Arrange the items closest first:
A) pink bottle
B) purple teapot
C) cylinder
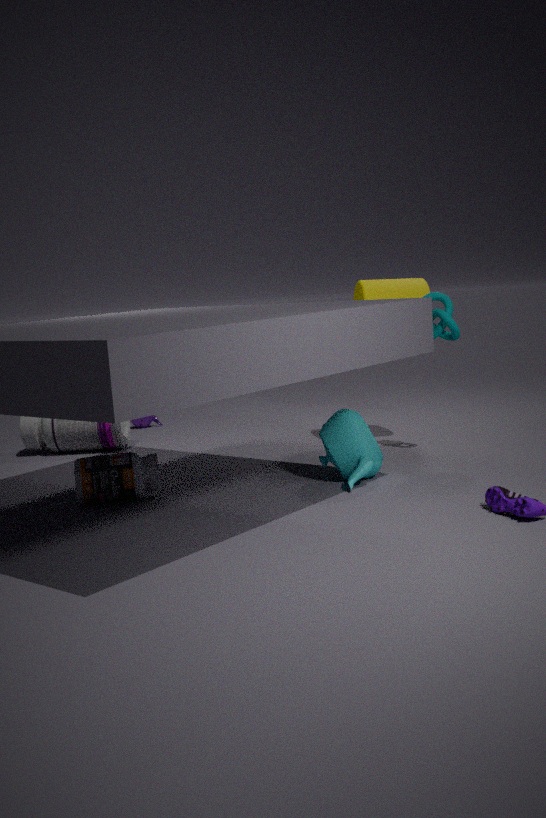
pink bottle, cylinder, purple teapot
